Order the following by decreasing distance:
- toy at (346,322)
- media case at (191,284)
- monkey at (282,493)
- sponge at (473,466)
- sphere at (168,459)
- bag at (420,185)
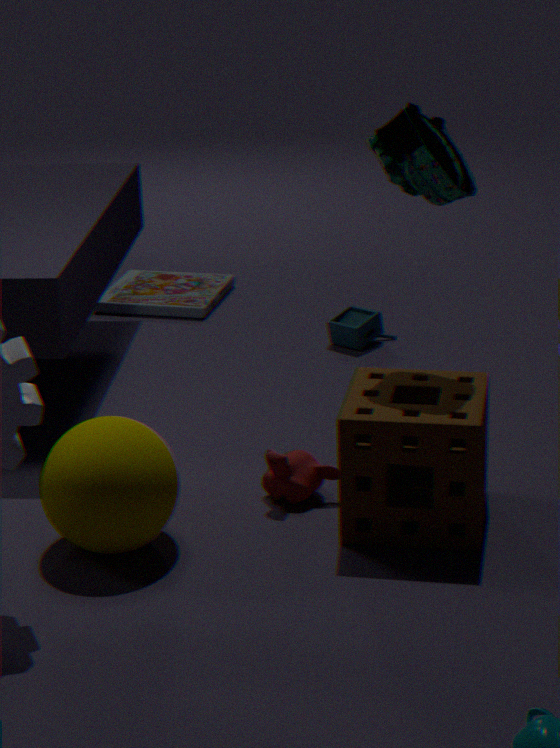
media case at (191,284) < toy at (346,322) < monkey at (282,493) < bag at (420,185) < sponge at (473,466) < sphere at (168,459)
